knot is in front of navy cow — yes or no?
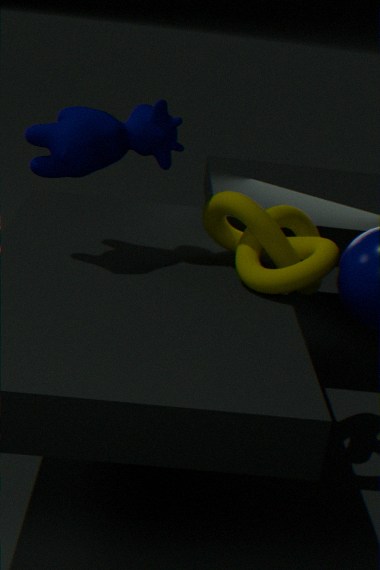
No
